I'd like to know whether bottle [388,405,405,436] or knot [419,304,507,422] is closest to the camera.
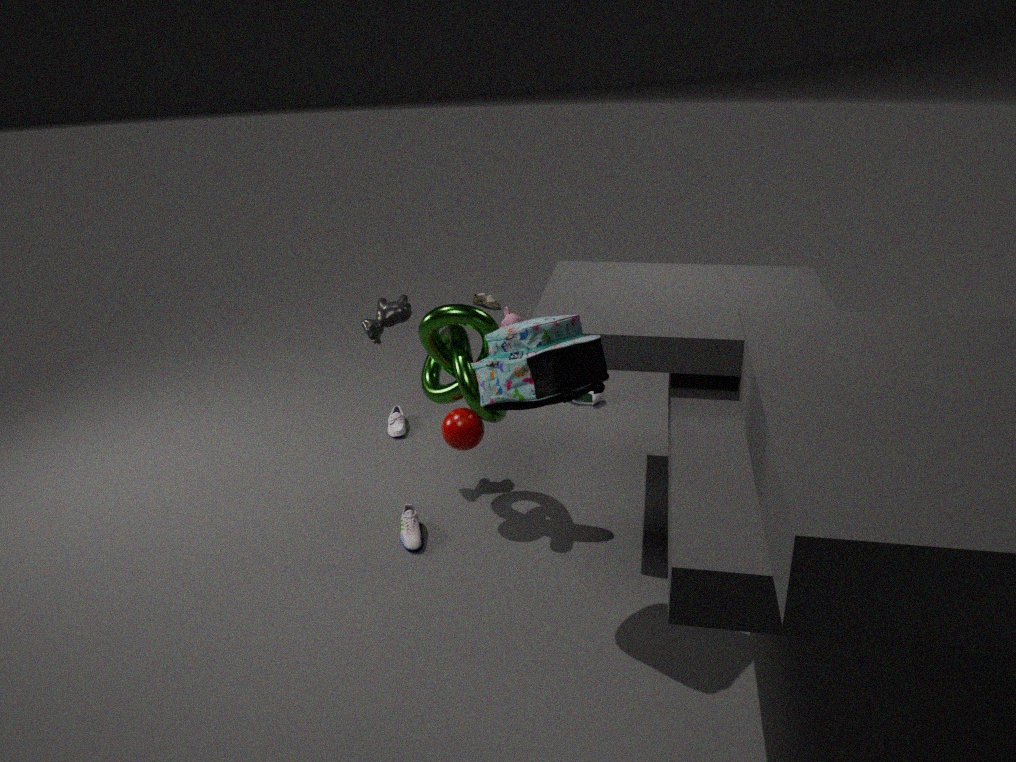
knot [419,304,507,422]
